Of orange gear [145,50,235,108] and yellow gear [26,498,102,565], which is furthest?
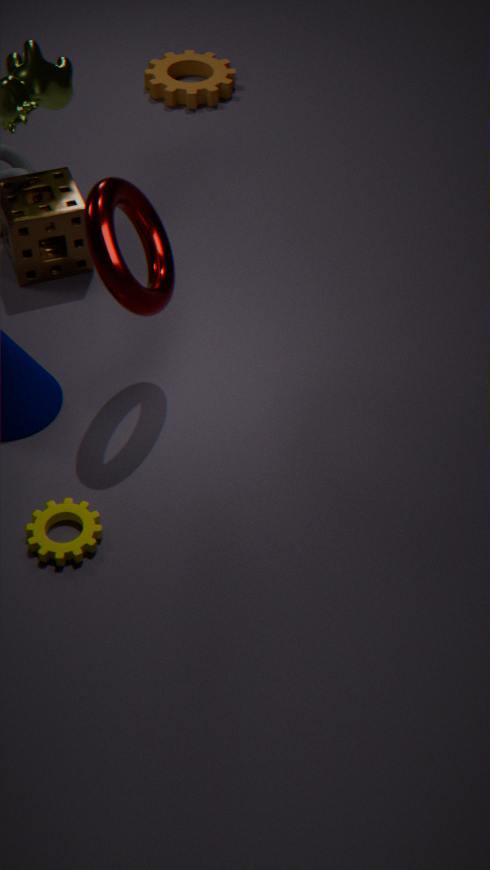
orange gear [145,50,235,108]
